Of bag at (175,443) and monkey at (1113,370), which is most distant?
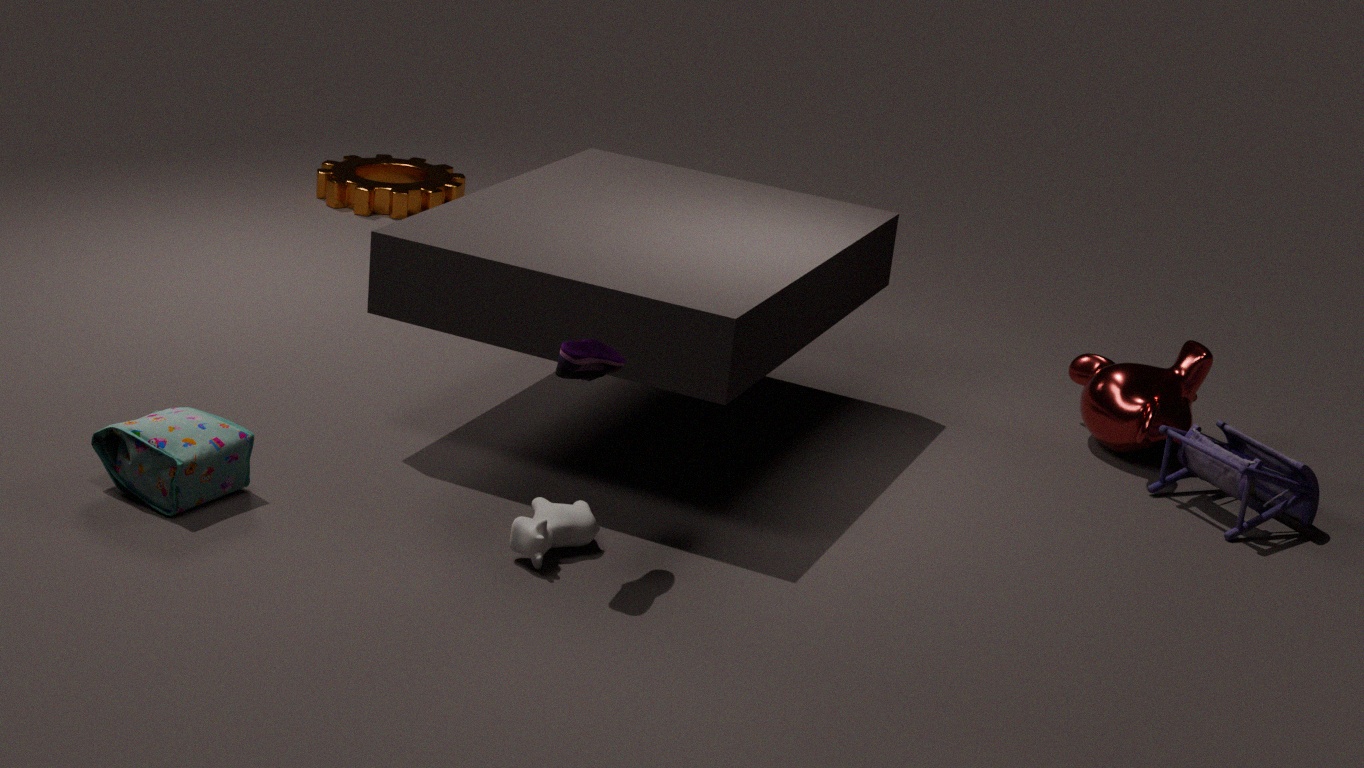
monkey at (1113,370)
